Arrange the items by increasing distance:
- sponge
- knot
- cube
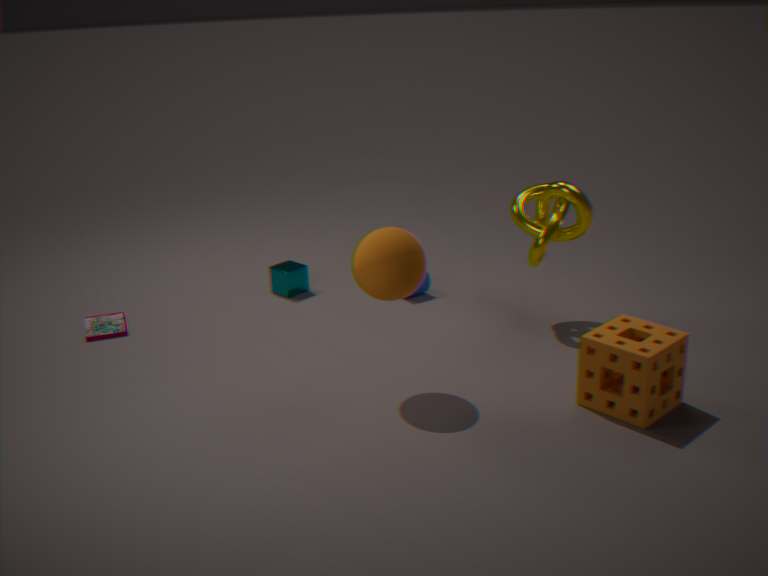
1. sponge
2. knot
3. cube
